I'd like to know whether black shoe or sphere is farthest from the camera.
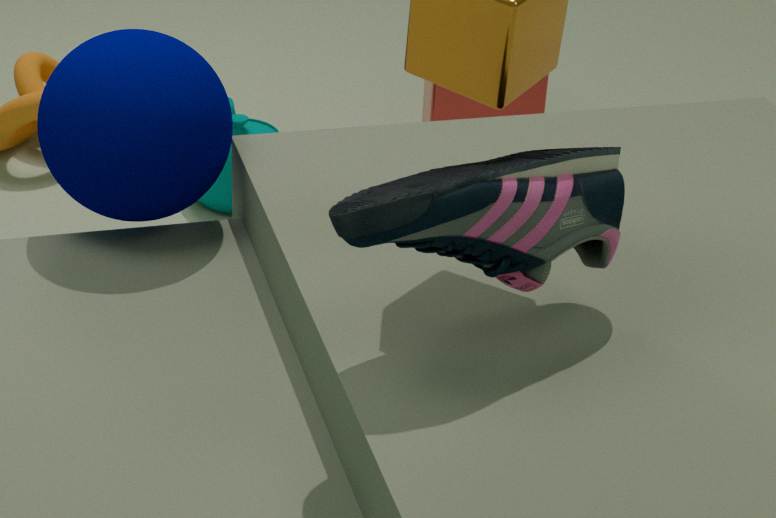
sphere
